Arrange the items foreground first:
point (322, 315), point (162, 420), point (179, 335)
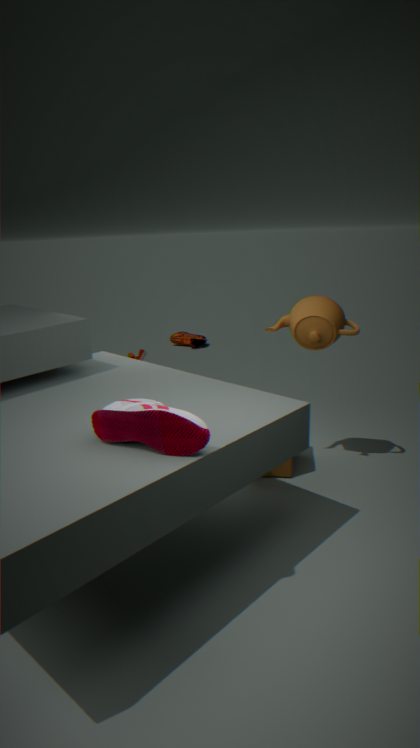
1. point (162, 420)
2. point (322, 315)
3. point (179, 335)
